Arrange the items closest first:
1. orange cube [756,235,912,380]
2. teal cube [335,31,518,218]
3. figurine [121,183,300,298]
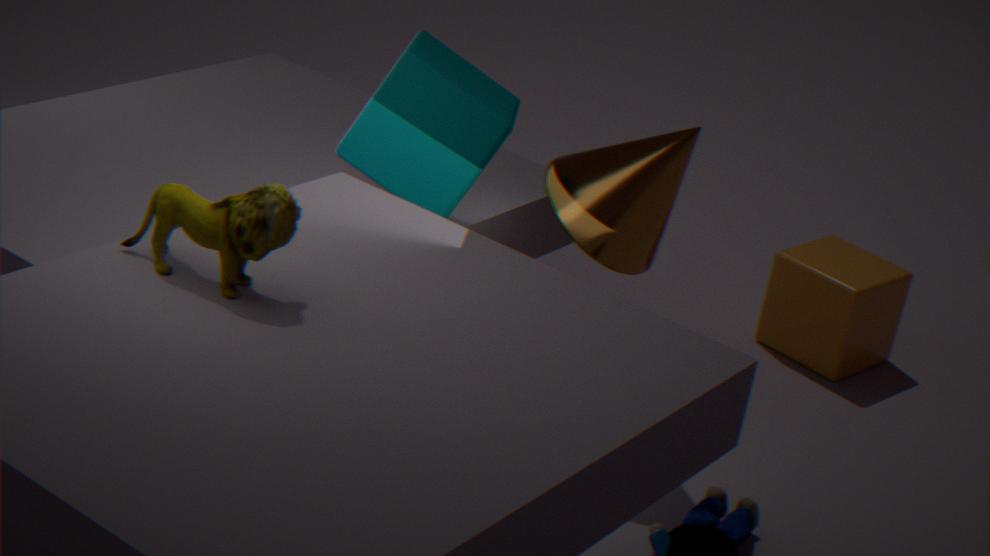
figurine [121,183,300,298], teal cube [335,31,518,218], orange cube [756,235,912,380]
